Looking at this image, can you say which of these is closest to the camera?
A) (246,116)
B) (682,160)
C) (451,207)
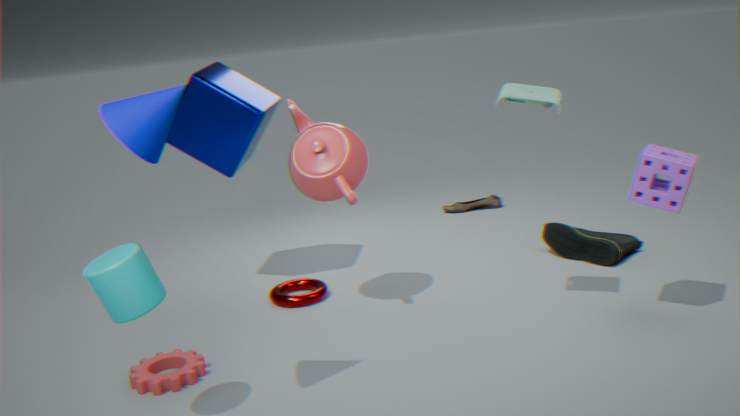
(682,160)
